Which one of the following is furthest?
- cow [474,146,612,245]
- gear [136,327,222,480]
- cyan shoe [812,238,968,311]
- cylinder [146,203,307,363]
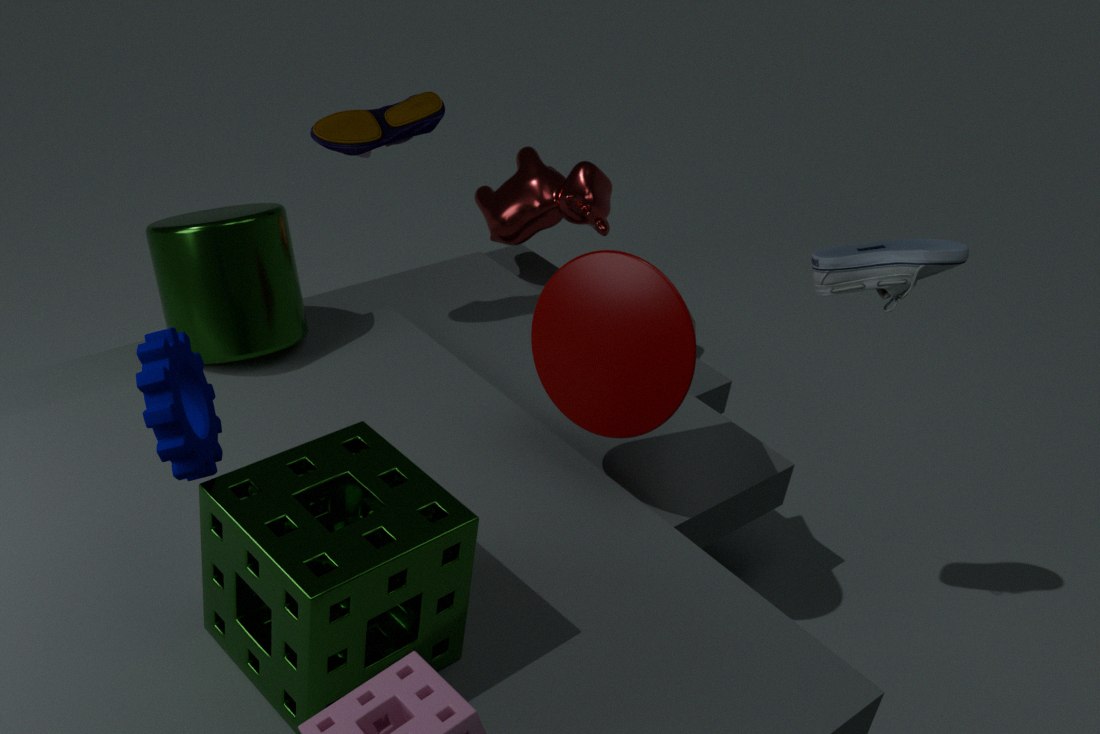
cow [474,146,612,245]
